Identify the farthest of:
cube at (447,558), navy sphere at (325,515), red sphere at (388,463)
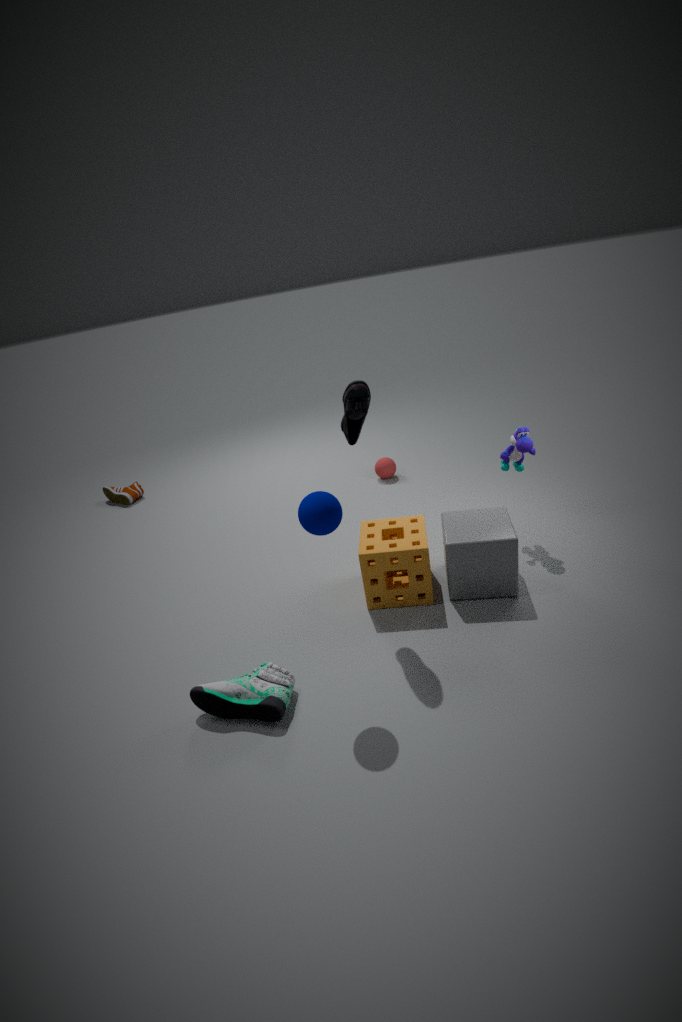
red sphere at (388,463)
